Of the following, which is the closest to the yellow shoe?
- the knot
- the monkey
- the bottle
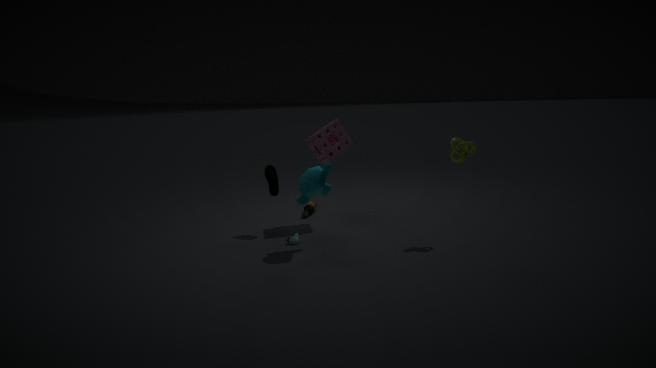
the monkey
